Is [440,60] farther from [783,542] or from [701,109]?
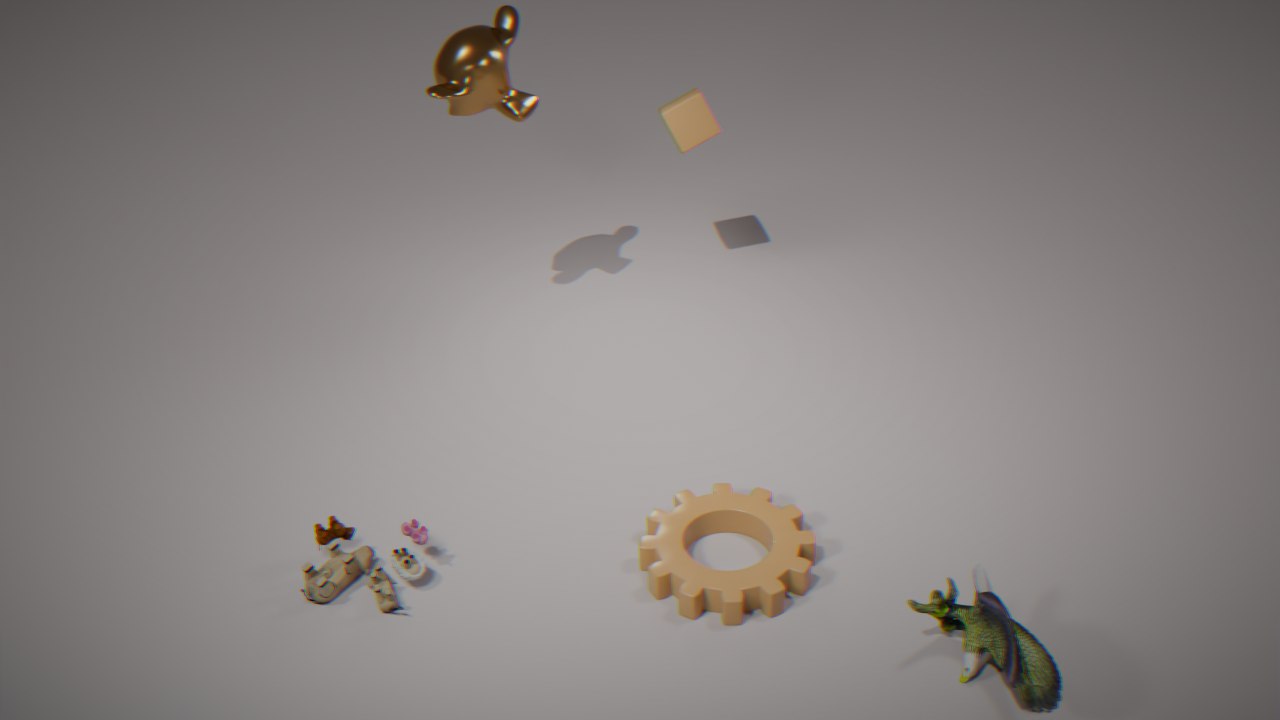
[783,542]
